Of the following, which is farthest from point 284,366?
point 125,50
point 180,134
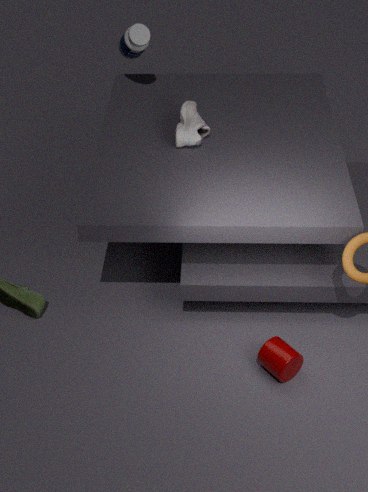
point 125,50
